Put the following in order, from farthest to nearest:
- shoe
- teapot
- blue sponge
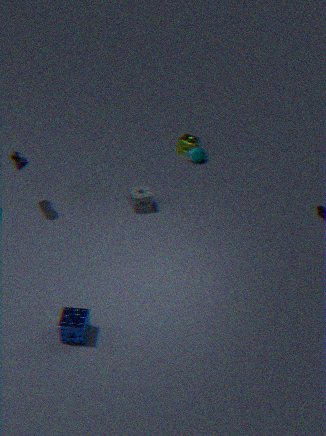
teapot, shoe, blue sponge
